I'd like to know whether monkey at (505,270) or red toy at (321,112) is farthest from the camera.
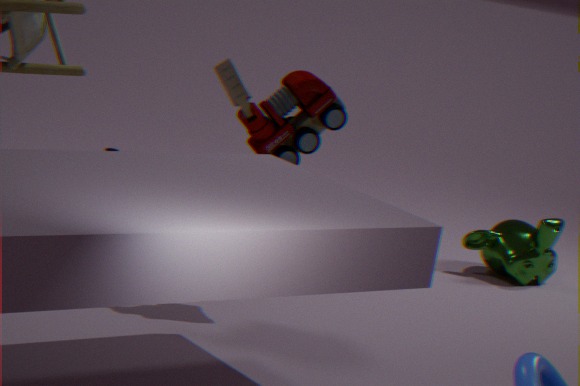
monkey at (505,270)
